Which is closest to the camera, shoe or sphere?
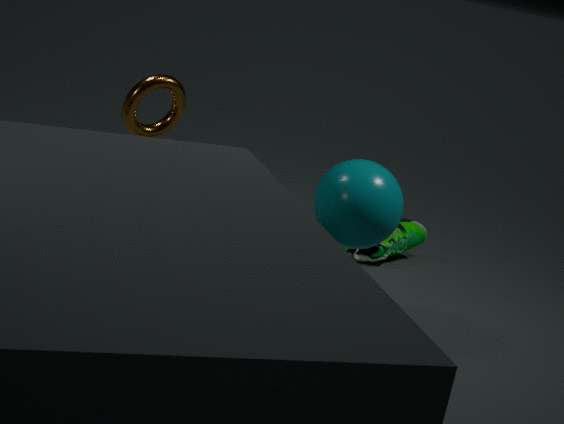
sphere
